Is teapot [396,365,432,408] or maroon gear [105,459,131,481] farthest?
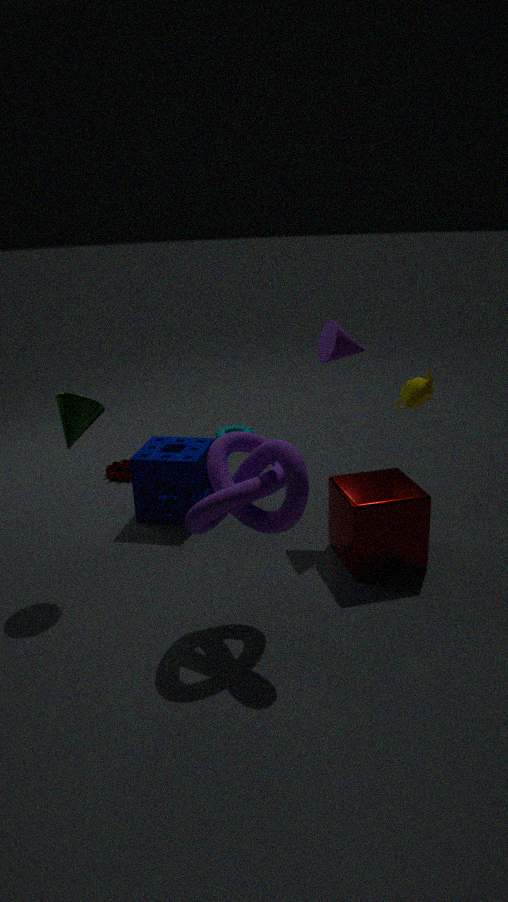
maroon gear [105,459,131,481]
